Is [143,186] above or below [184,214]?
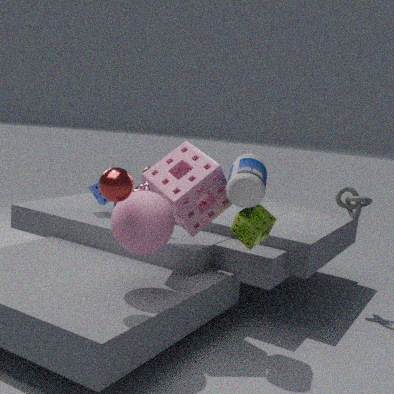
below
